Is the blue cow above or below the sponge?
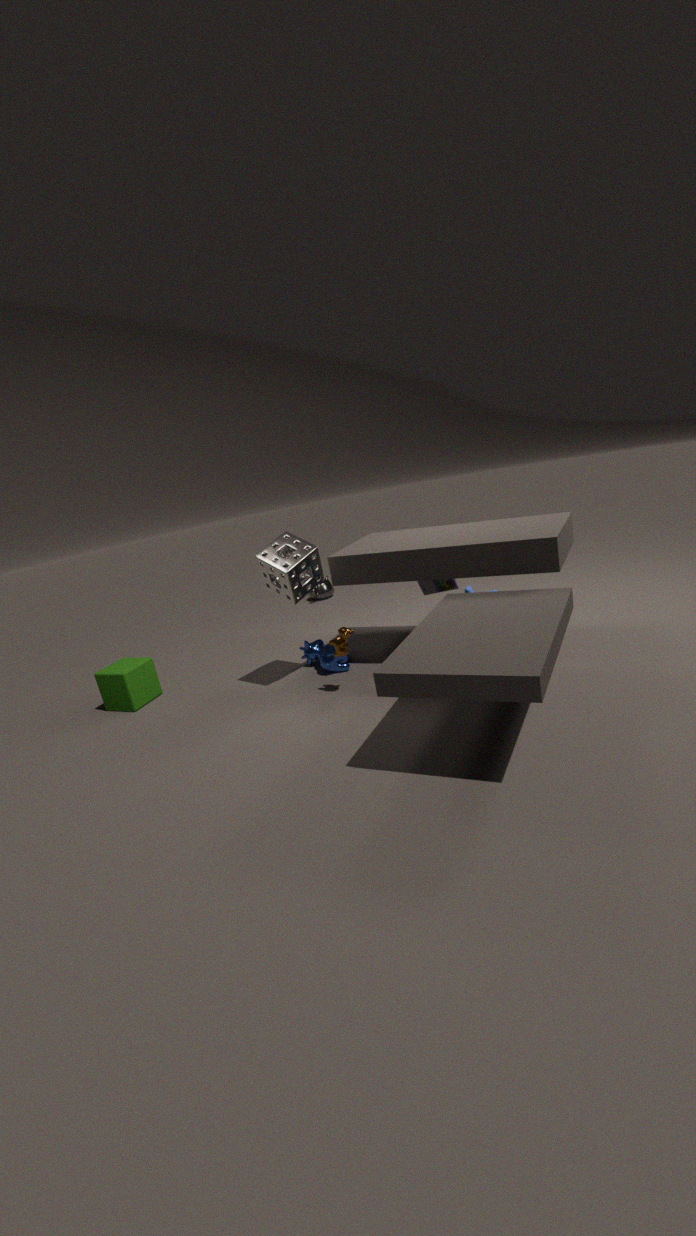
below
